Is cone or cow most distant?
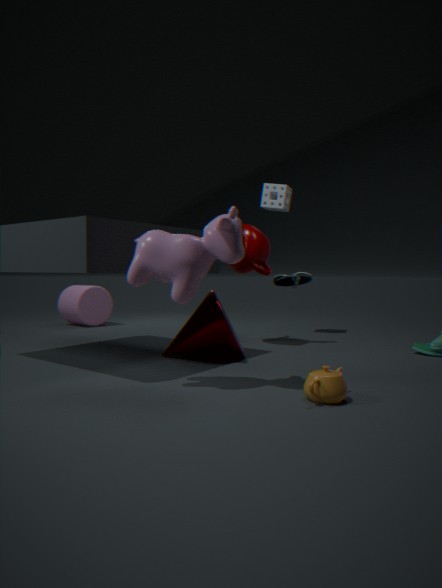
cone
